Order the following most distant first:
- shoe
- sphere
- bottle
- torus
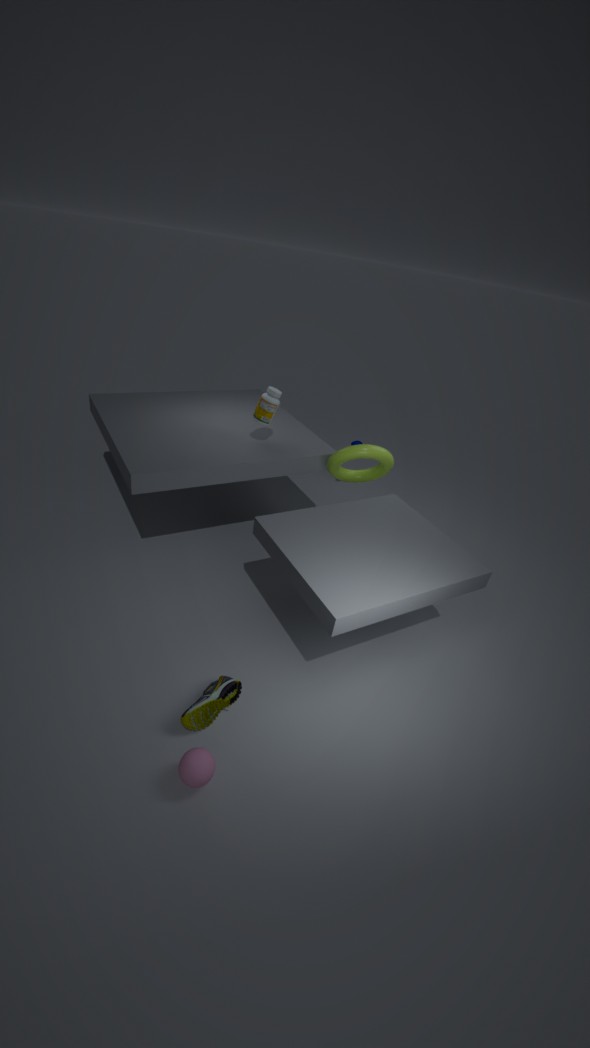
bottle → torus → shoe → sphere
